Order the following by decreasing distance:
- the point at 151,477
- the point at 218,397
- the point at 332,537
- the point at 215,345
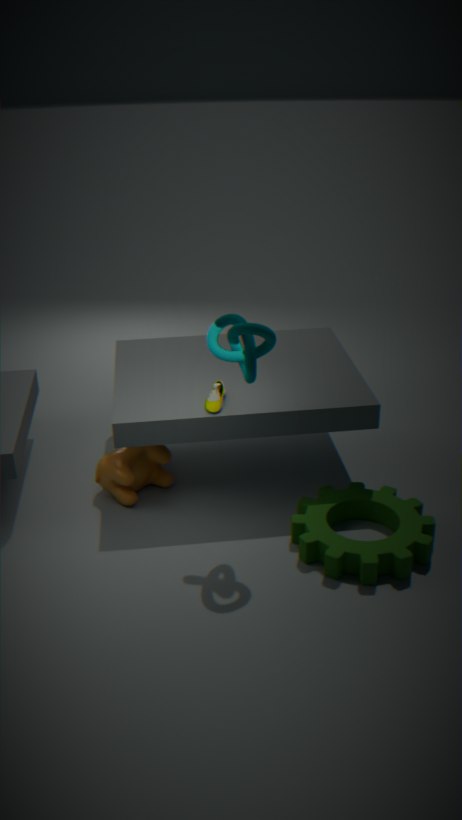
the point at 151,477 → the point at 218,397 → the point at 332,537 → the point at 215,345
